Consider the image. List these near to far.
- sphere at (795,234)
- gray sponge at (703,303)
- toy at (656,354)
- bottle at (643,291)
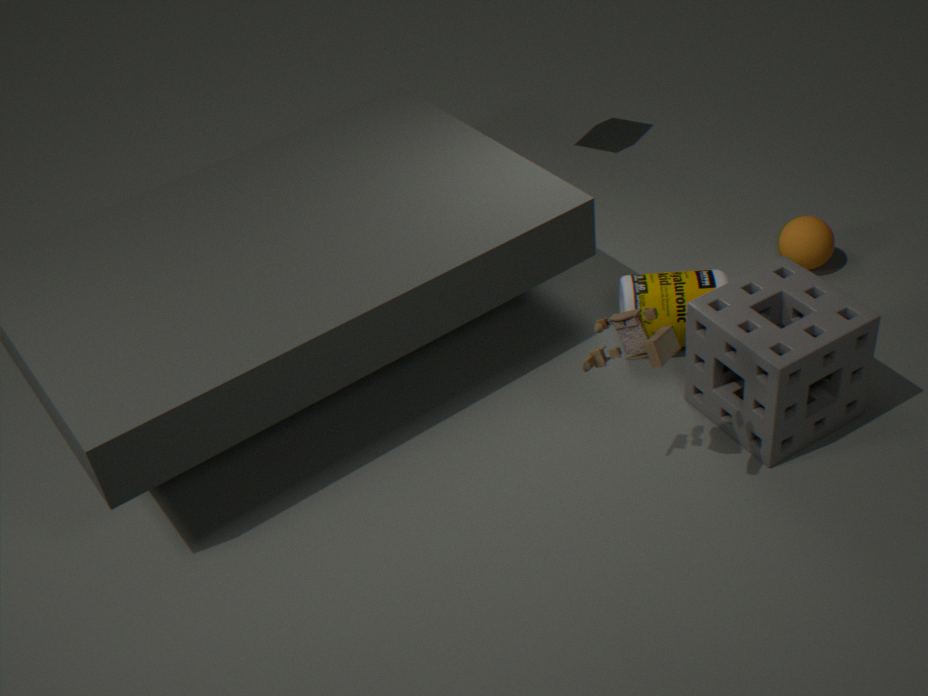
toy at (656,354) → gray sponge at (703,303) → bottle at (643,291) → sphere at (795,234)
